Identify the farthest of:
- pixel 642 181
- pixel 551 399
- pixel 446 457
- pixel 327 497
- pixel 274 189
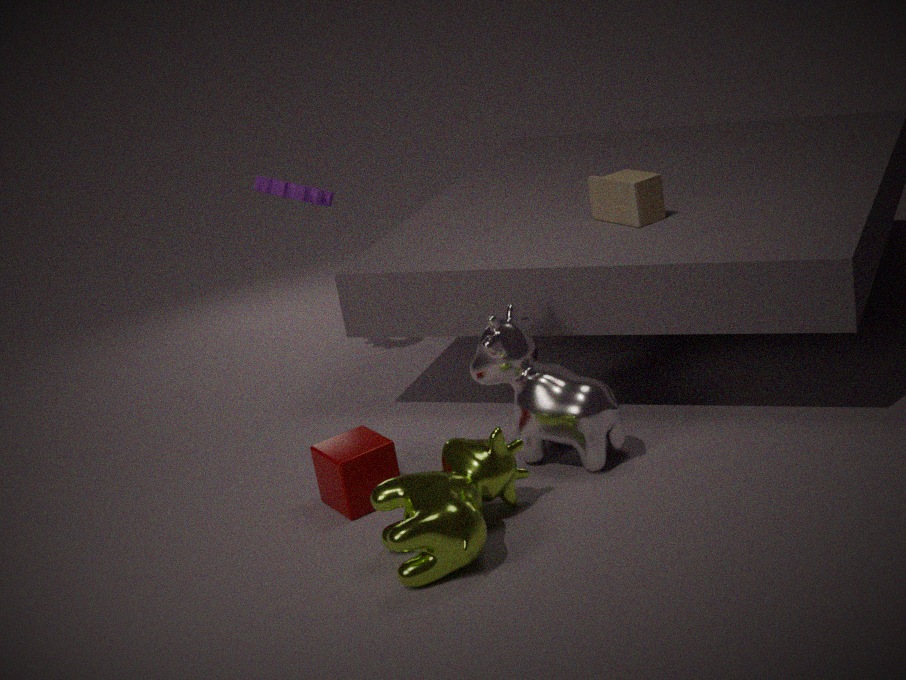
pixel 274 189
